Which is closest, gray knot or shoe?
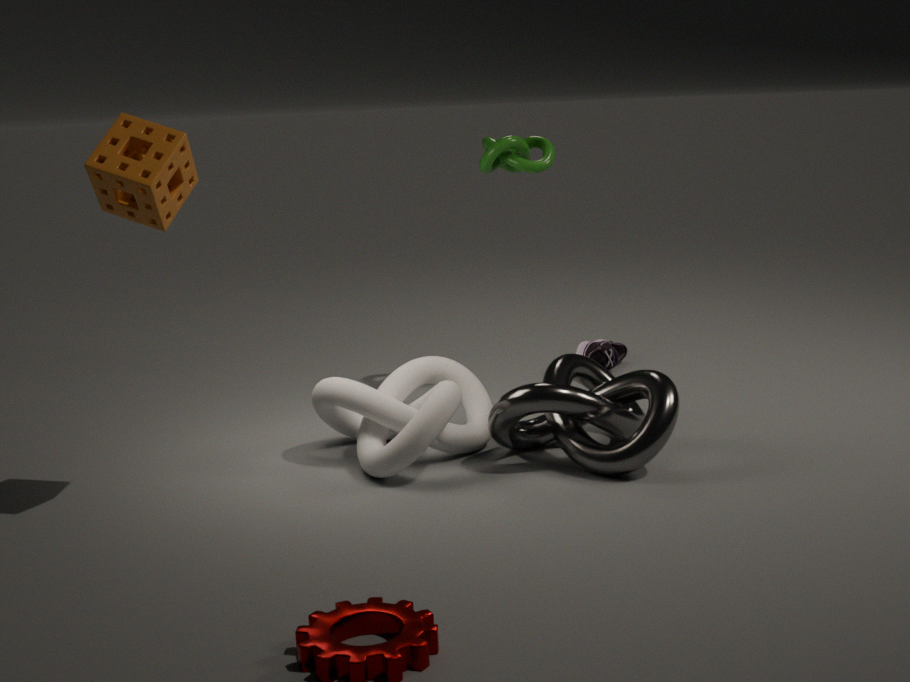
gray knot
